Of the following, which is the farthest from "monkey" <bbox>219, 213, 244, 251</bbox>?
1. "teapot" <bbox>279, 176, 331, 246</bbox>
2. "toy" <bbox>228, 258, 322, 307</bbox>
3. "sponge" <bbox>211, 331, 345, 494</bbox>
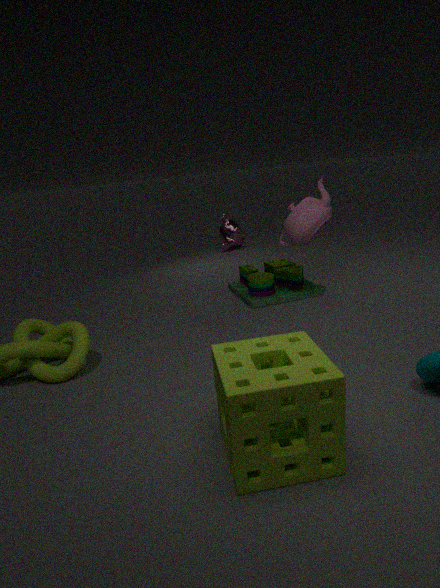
"sponge" <bbox>211, 331, 345, 494</bbox>
